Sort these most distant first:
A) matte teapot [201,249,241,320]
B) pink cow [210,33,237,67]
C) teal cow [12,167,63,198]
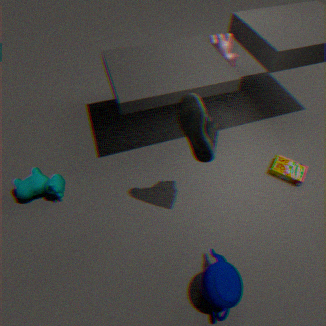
pink cow [210,33,237,67] → teal cow [12,167,63,198] → matte teapot [201,249,241,320]
